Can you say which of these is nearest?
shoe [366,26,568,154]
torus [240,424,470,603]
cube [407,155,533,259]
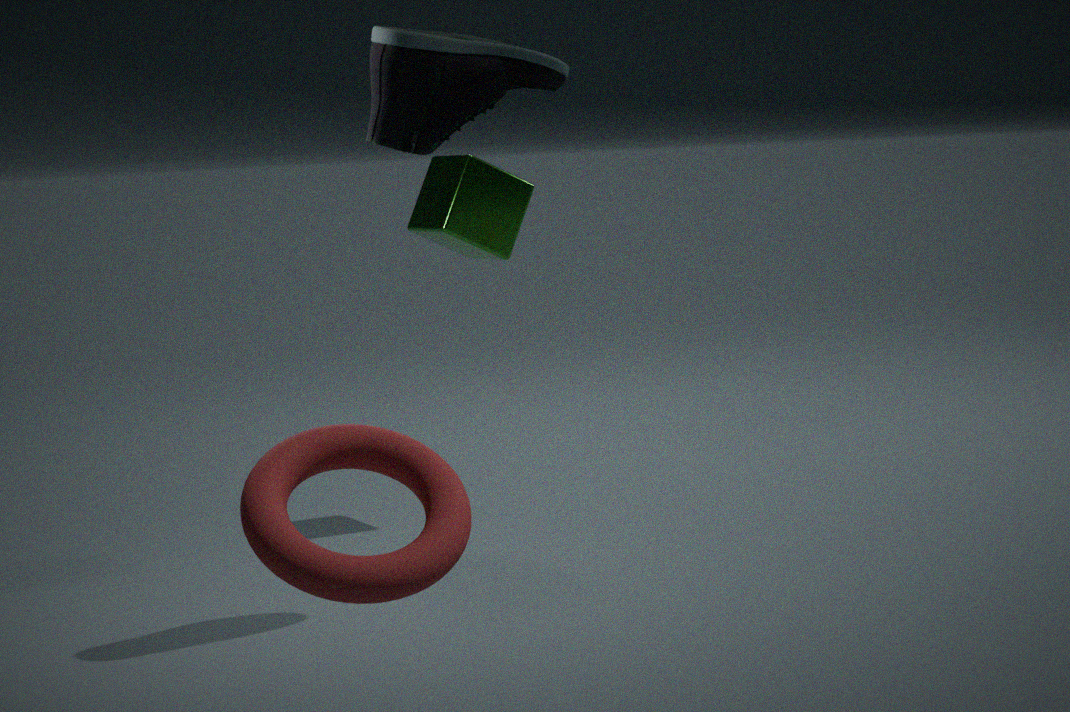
torus [240,424,470,603]
